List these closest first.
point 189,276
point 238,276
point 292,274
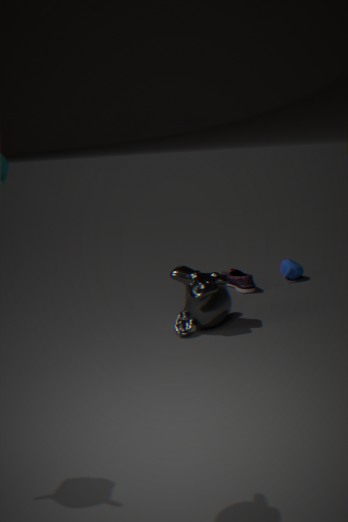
point 189,276 → point 238,276 → point 292,274
